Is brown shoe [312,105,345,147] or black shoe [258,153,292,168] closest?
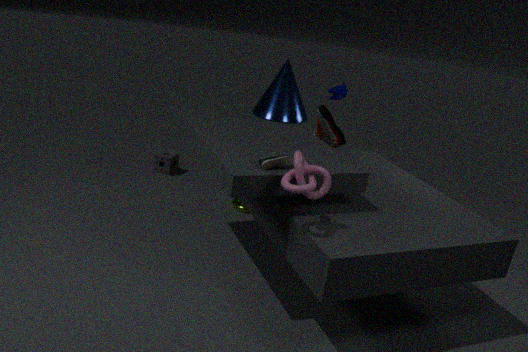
black shoe [258,153,292,168]
